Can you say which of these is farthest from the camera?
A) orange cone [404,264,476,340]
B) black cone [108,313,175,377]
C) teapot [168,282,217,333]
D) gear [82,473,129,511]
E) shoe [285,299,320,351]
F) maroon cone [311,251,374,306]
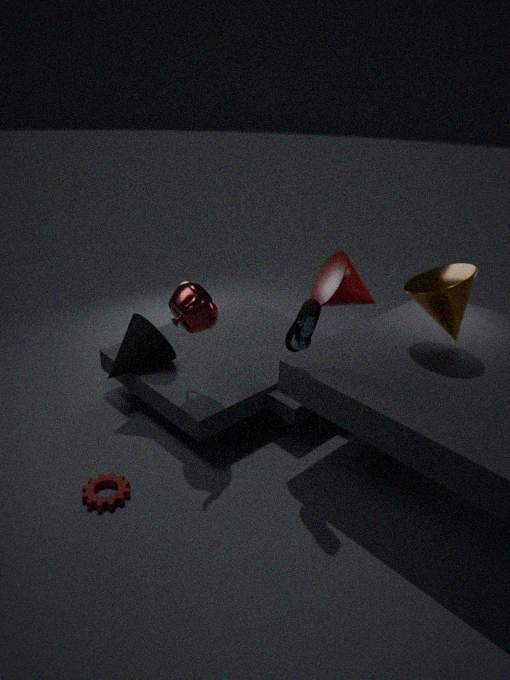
maroon cone [311,251,374,306]
